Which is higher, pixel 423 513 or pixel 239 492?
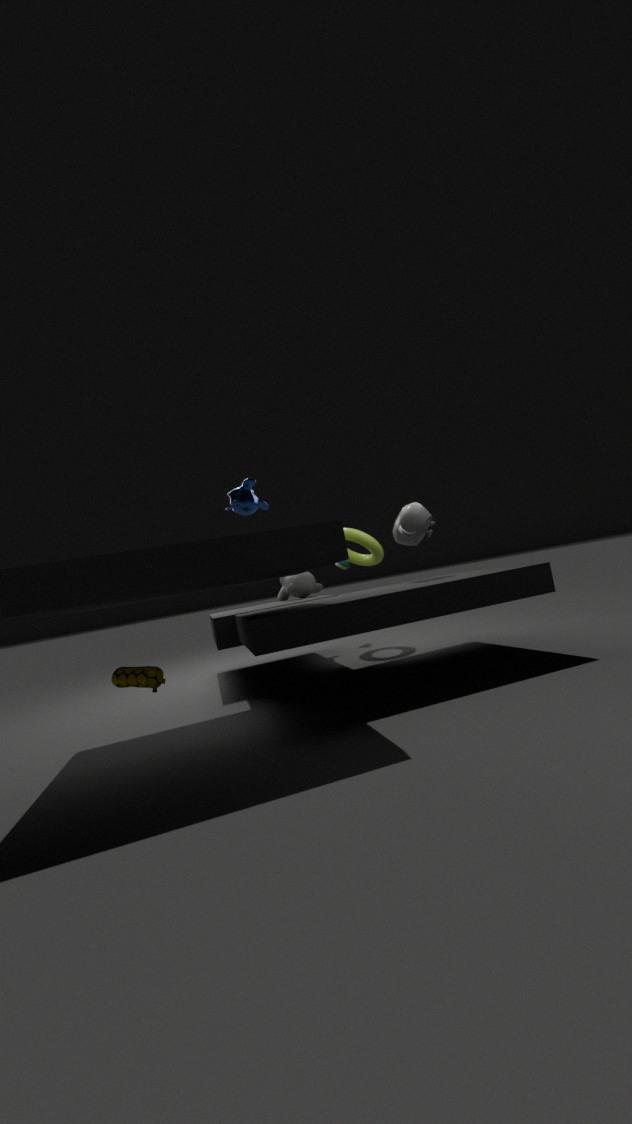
pixel 239 492
